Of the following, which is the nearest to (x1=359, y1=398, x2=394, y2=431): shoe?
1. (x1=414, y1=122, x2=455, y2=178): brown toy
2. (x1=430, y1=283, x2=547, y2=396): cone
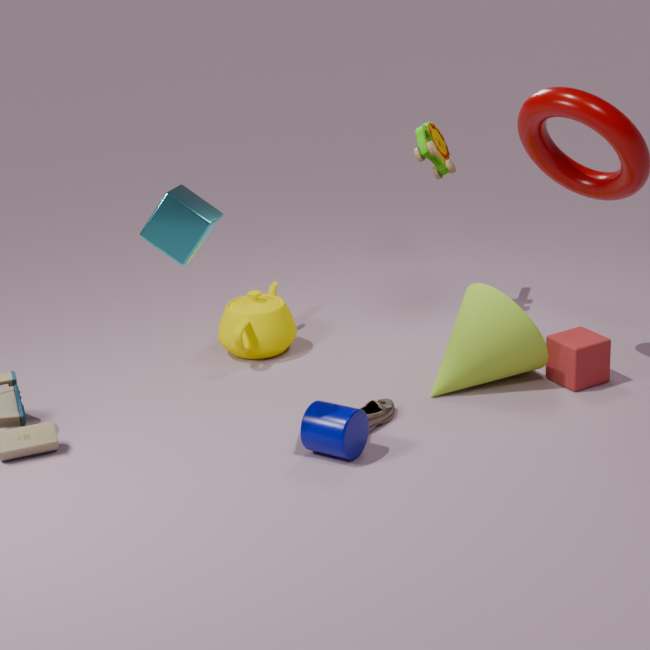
(x1=430, y1=283, x2=547, y2=396): cone
